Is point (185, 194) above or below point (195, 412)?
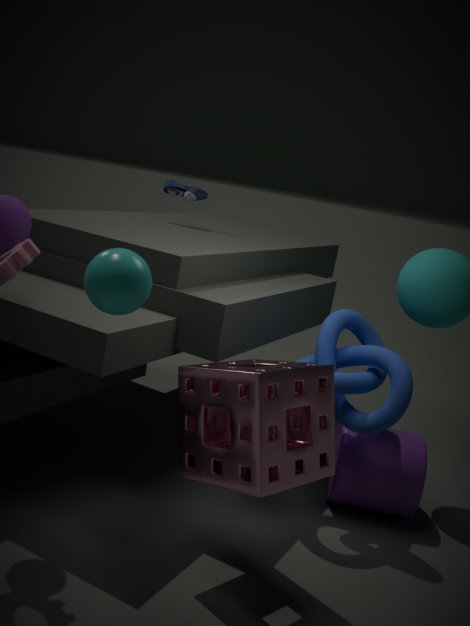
above
